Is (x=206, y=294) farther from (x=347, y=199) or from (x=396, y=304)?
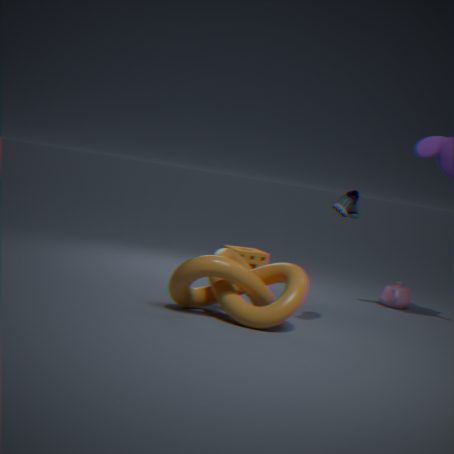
(x=396, y=304)
